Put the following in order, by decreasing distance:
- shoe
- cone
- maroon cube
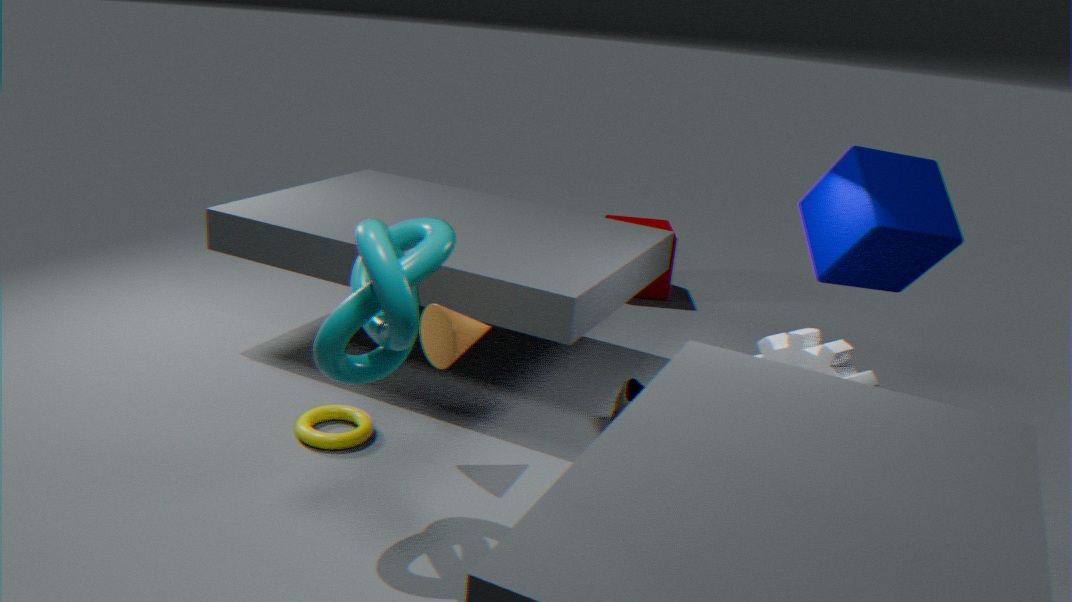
maroon cube < shoe < cone
